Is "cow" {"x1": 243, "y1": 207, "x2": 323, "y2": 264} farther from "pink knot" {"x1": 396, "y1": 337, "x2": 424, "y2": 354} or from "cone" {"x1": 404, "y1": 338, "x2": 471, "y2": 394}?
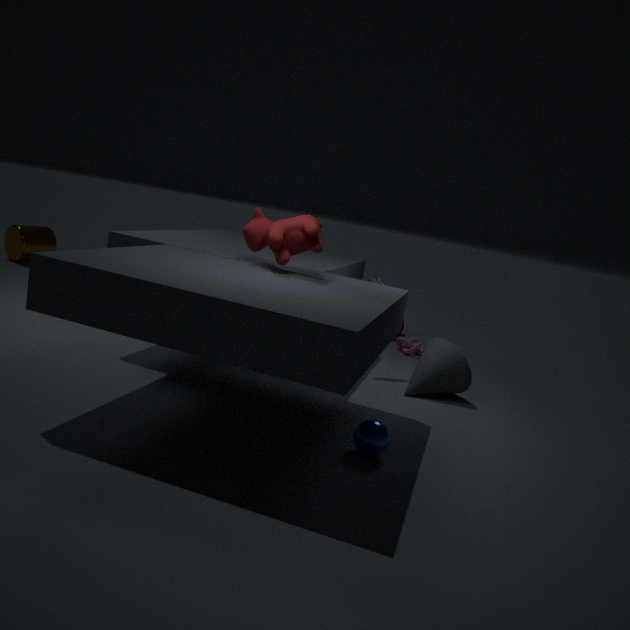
"pink knot" {"x1": 396, "y1": 337, "x2": 424, "y2": 354}
